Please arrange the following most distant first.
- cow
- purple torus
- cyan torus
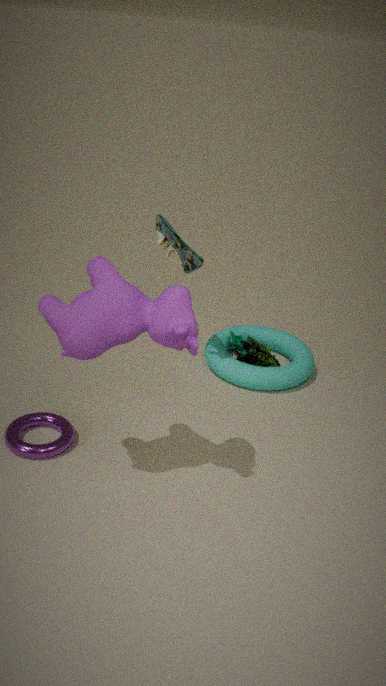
cyan torus
purple torus
cow
